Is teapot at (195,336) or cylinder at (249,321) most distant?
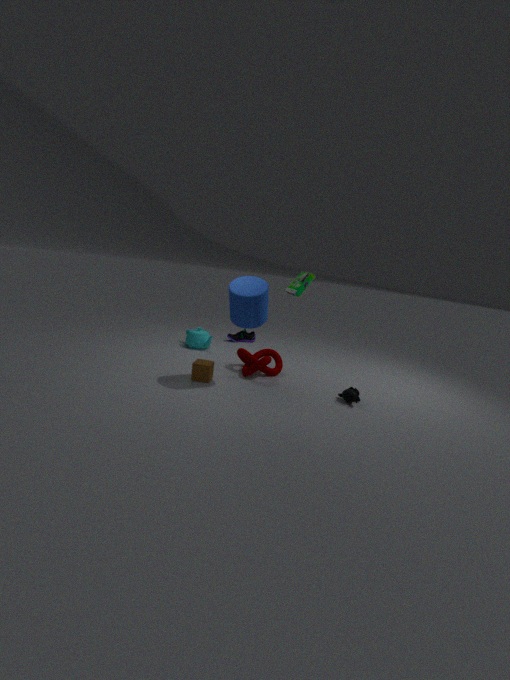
teapot at (195,336)
